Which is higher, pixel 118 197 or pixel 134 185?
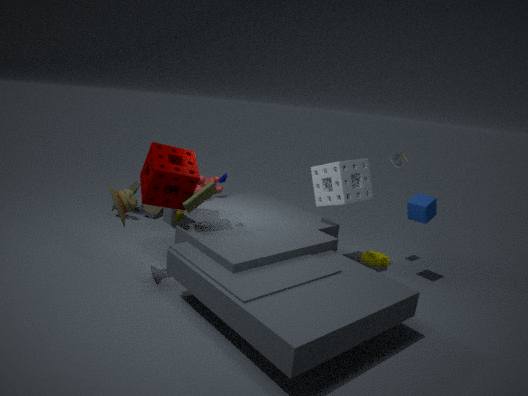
pixel 118 197
